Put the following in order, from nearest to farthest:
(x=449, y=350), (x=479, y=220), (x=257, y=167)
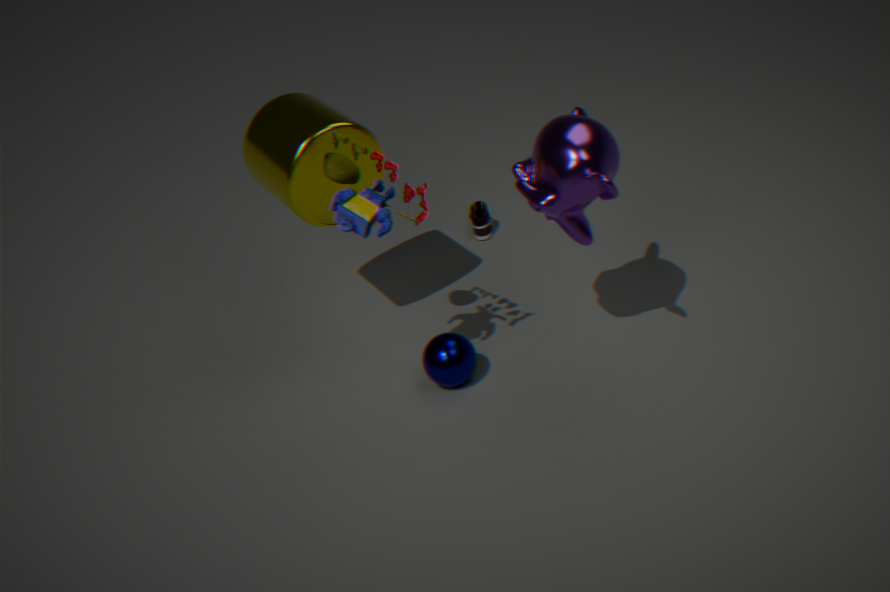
(x=449, y=350)
(x=257, y=167)
(x=479, y=220)
